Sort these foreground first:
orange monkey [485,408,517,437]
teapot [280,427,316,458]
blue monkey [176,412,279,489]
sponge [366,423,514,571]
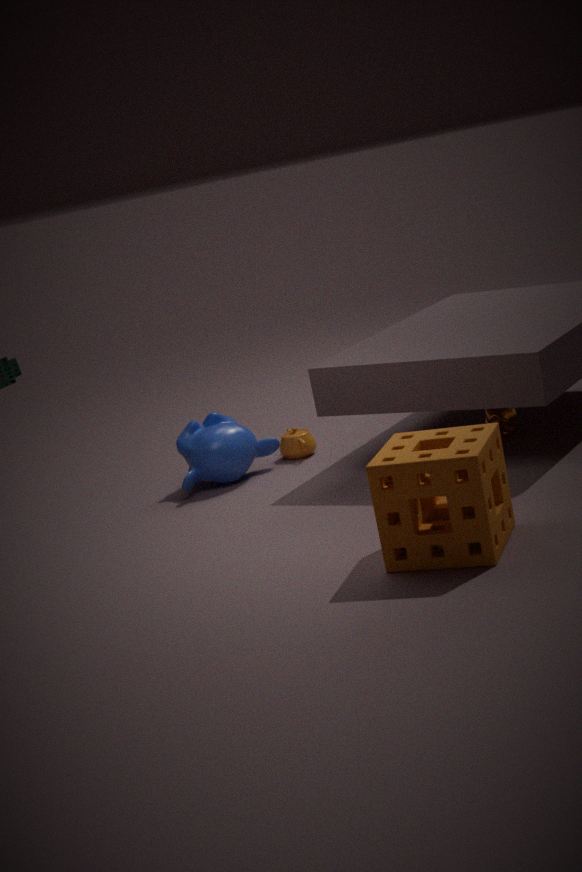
sponge [366,423,514,571] → orange monkey [485,408,517,437] → blue monkey [176,412,279,489] → teapot [280,427,316,458]
